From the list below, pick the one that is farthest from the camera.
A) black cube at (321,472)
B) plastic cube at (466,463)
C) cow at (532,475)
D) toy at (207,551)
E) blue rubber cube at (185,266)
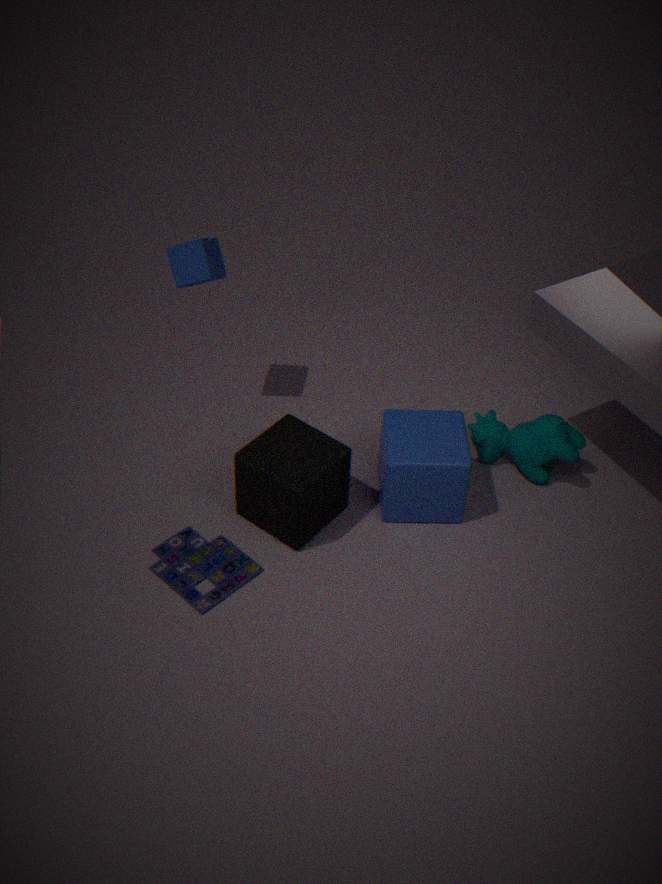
cow at (532,475)
